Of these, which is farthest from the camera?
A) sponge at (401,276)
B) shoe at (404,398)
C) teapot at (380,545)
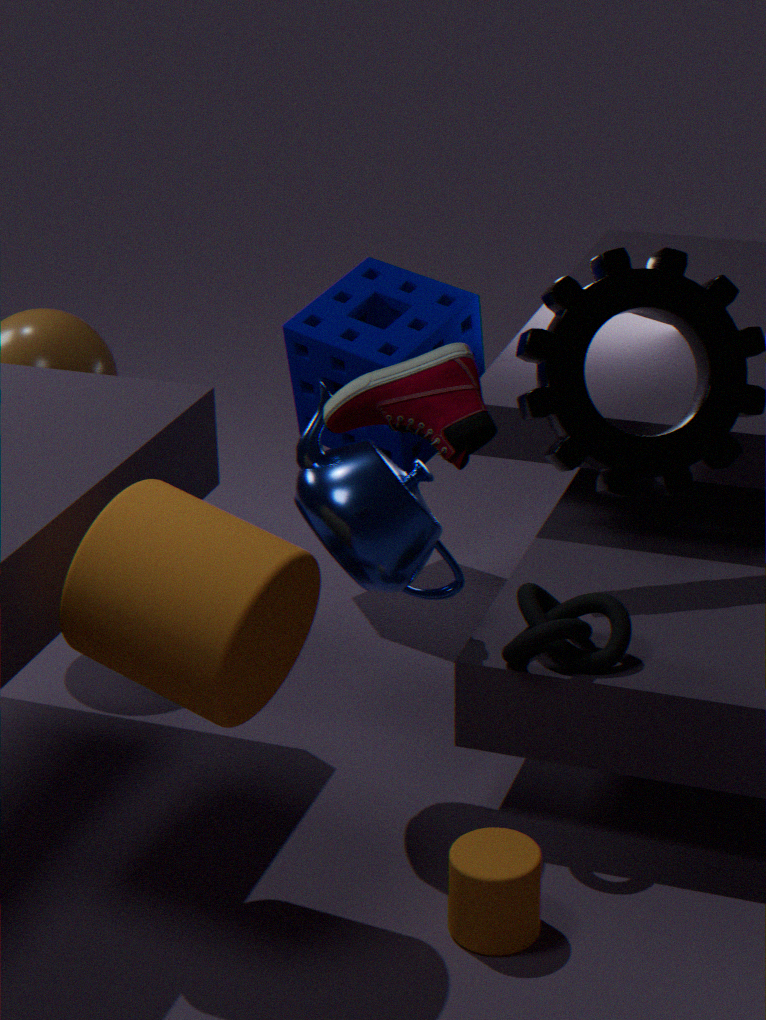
sponge at (401,276)
